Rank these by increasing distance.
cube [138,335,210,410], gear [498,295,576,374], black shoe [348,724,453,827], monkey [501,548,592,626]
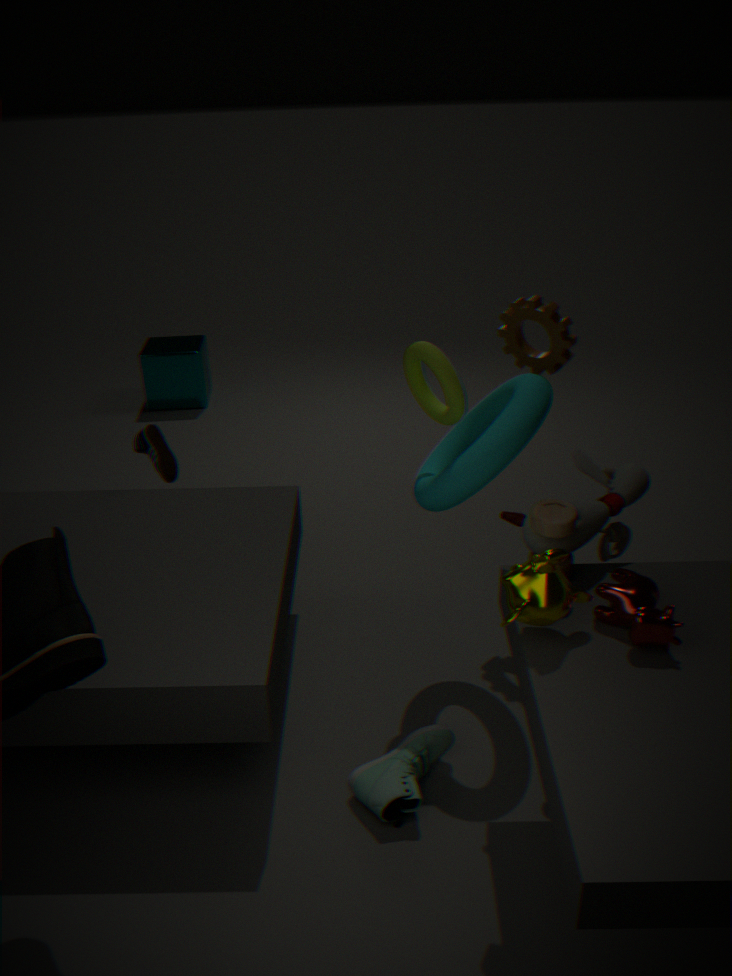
monkey [501,548,592,626], black shoe [348,724,453,827], gear [498,295,576,374], cube [138,335,210,410]
